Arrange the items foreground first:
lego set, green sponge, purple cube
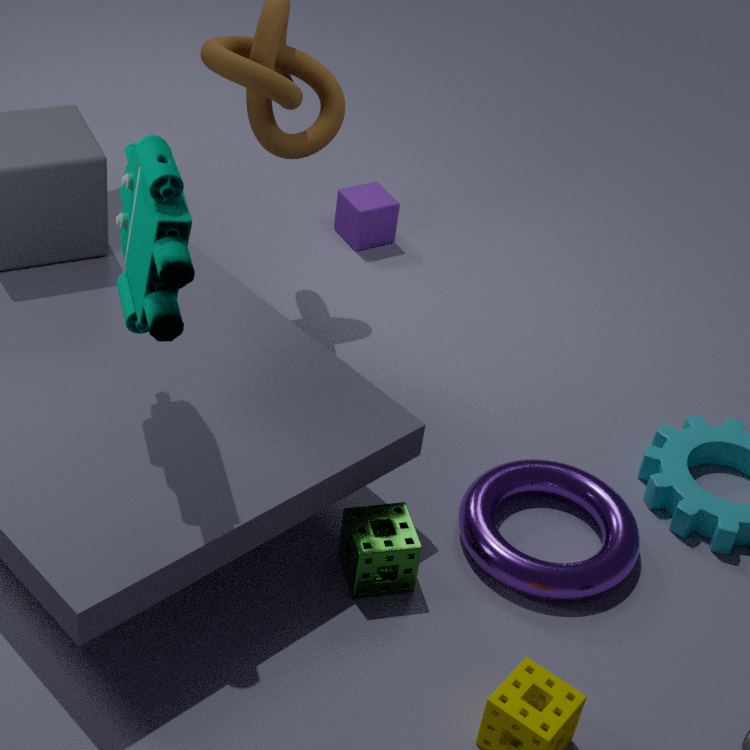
lego set < green sponge < purple cube
